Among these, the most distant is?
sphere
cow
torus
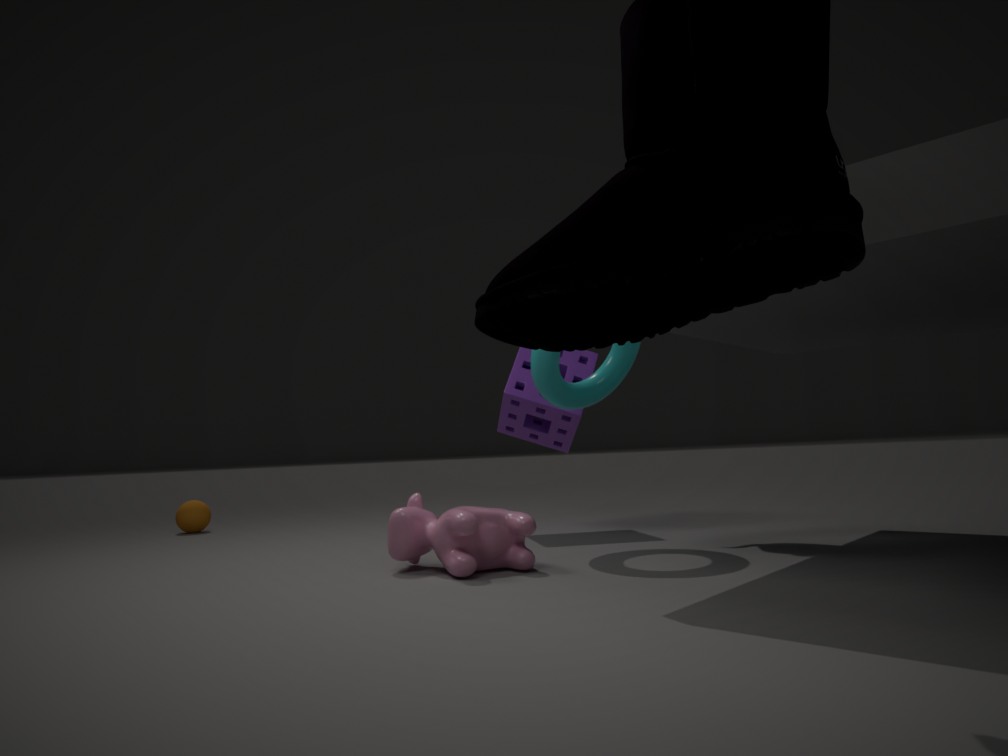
sphere
